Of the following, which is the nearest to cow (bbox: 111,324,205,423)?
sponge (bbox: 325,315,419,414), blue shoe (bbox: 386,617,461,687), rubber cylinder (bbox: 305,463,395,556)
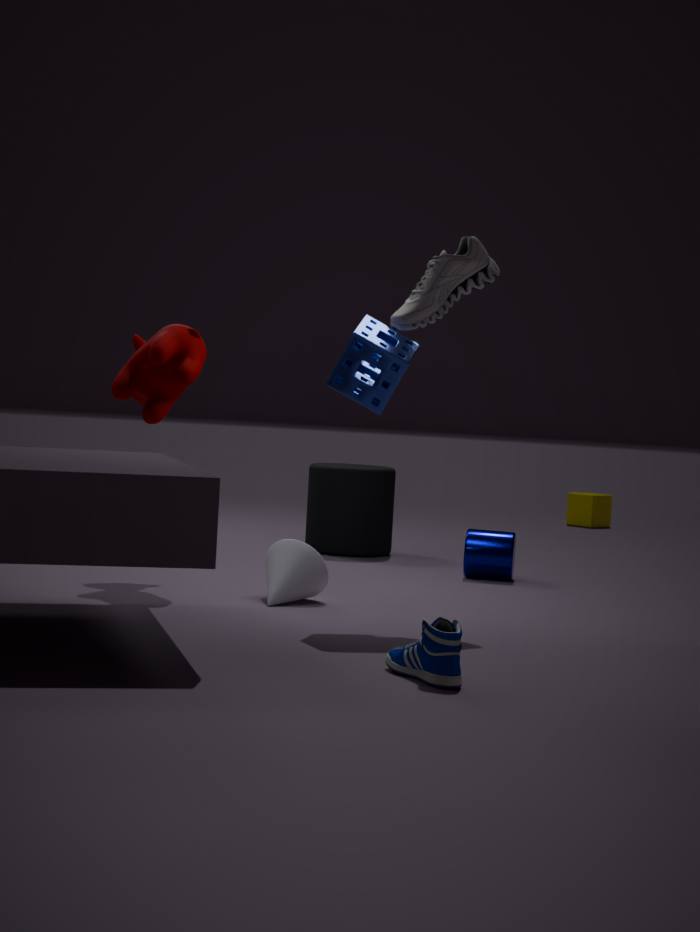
sponge (bbox: 325,315,419,414)
